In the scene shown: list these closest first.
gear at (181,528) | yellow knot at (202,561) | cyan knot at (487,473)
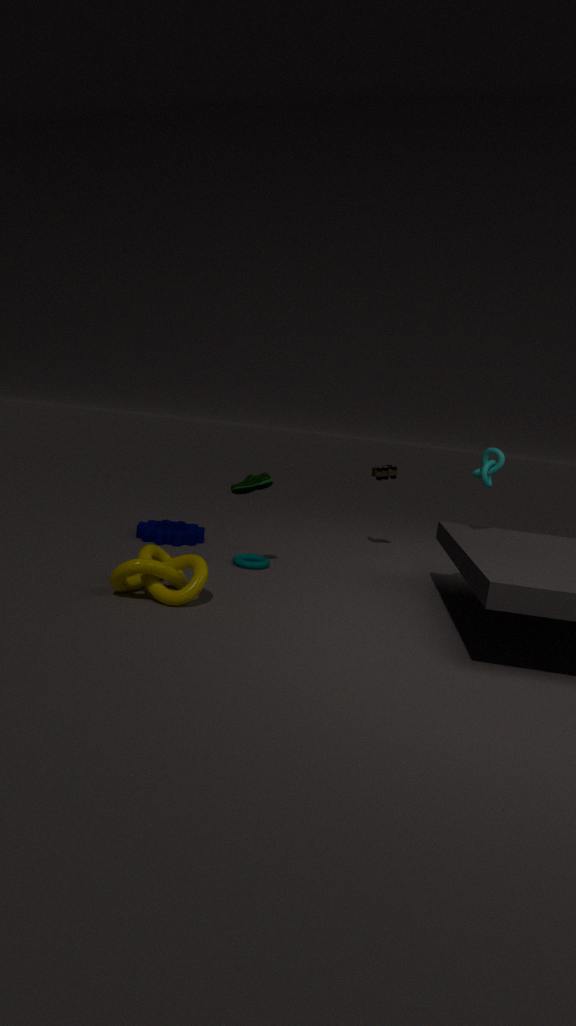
yellow knot at (202,561) → cyan knot at (487,473) → gear at (181,528)
